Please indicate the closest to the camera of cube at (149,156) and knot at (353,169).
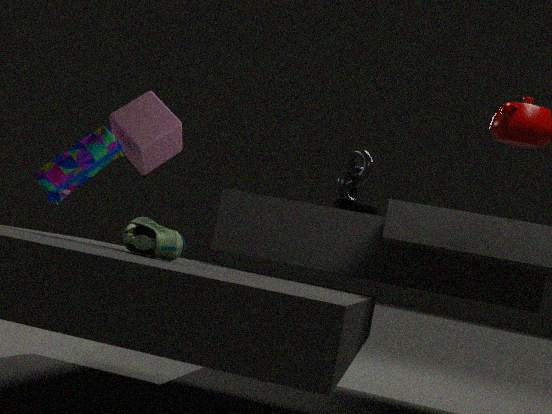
cube at (149,156)
